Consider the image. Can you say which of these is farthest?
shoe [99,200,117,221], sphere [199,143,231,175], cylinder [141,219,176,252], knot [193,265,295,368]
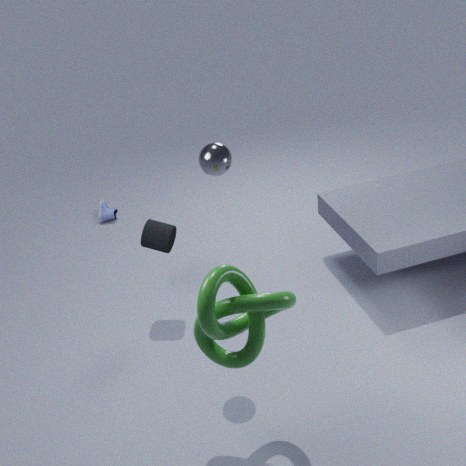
shoe [99,200,117,221]
